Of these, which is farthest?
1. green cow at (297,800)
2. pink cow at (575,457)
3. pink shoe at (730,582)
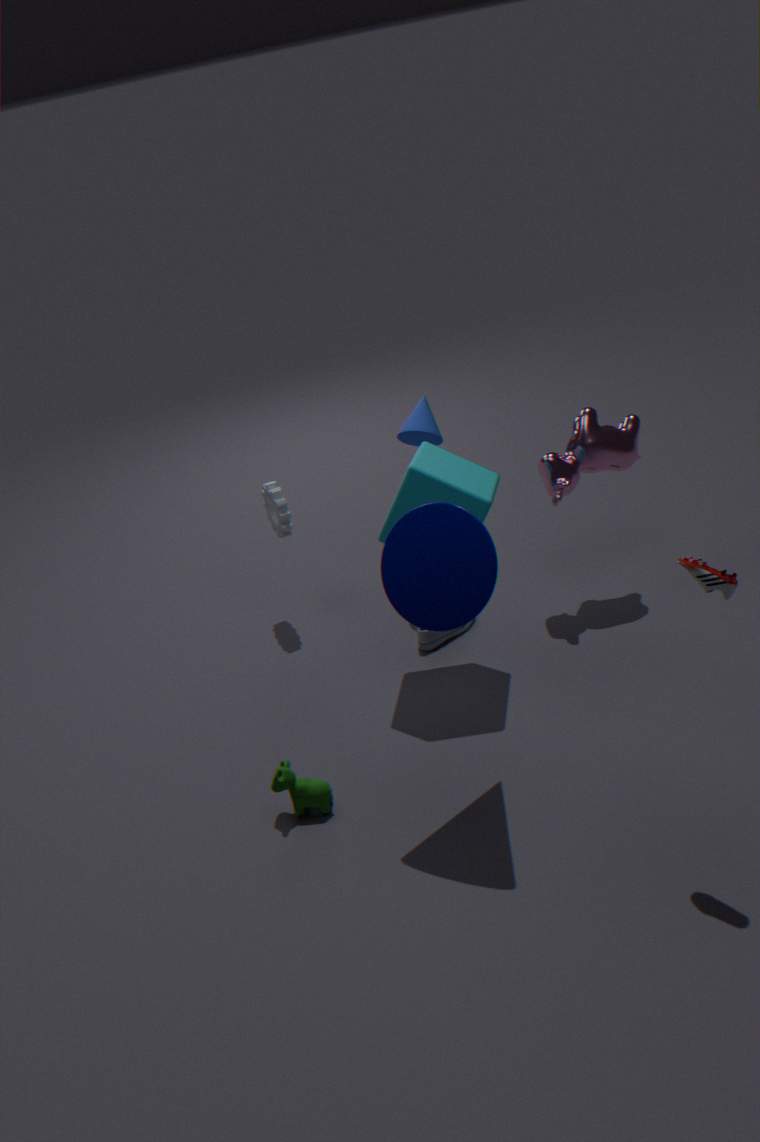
pink cow at (575,457)
